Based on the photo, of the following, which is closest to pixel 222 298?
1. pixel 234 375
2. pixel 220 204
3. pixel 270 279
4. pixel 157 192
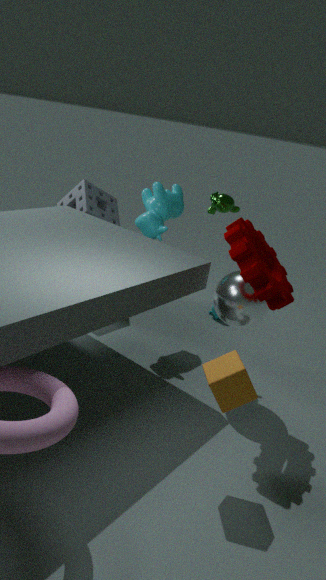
pixel 270 279
